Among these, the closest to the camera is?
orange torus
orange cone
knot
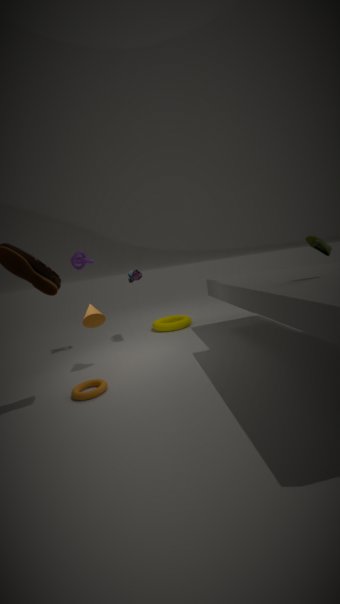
orange torus
